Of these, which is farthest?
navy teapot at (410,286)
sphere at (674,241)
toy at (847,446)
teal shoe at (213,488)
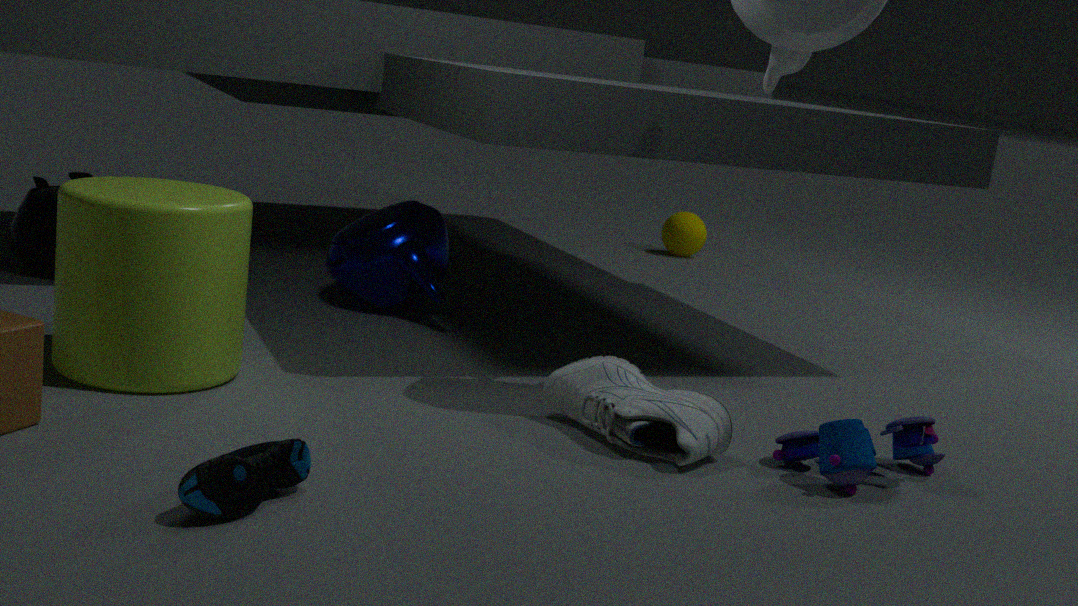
sphere at (674,241)
